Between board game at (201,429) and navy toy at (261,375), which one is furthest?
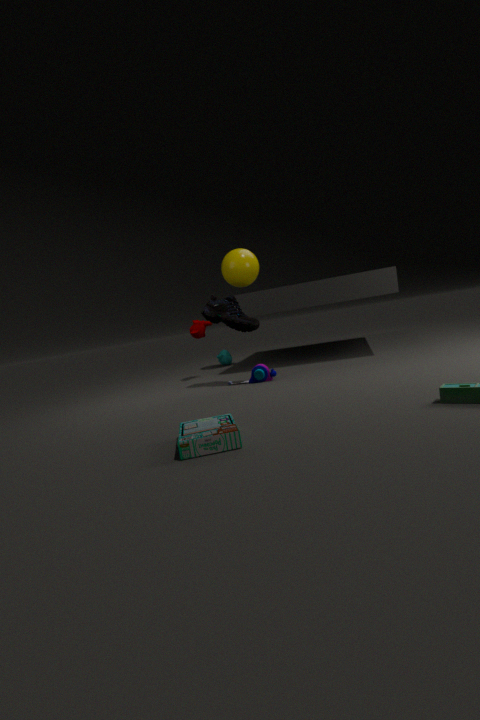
navy toy at (261,375)
